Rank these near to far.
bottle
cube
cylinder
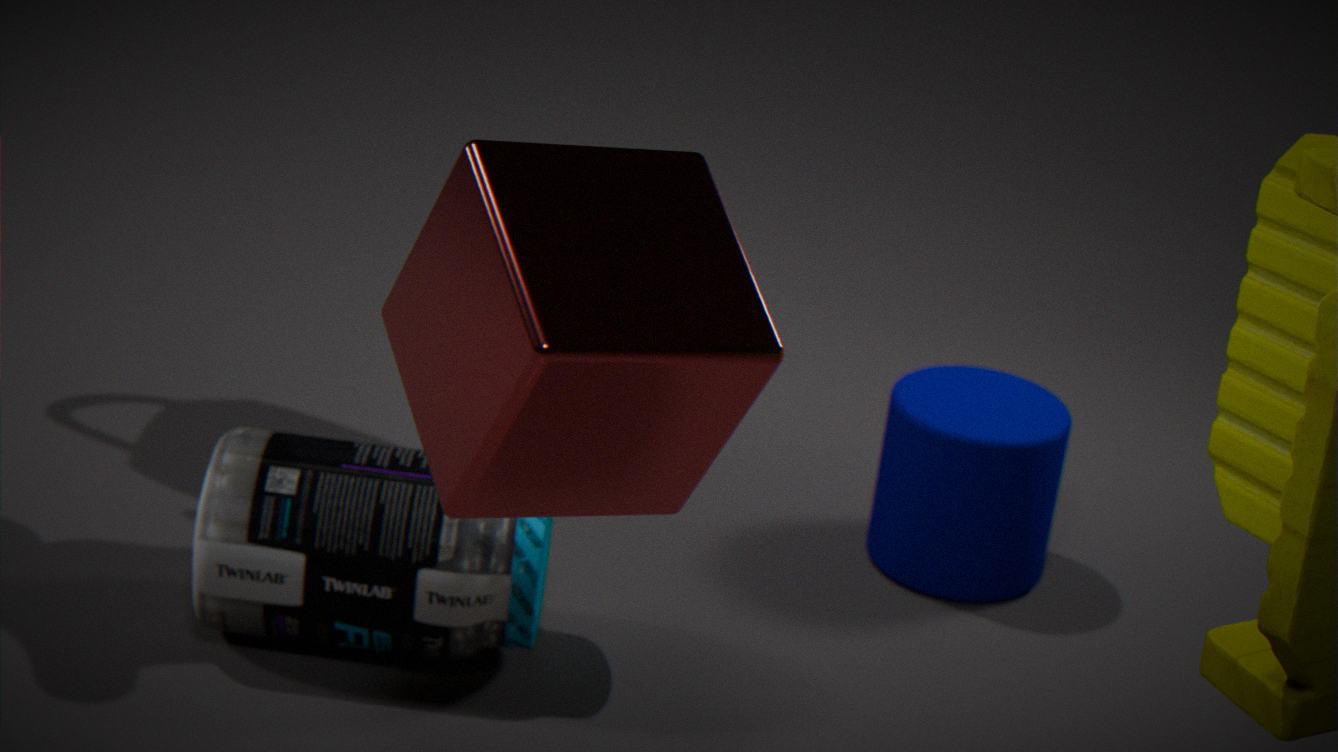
cube, bottle, cylinder
